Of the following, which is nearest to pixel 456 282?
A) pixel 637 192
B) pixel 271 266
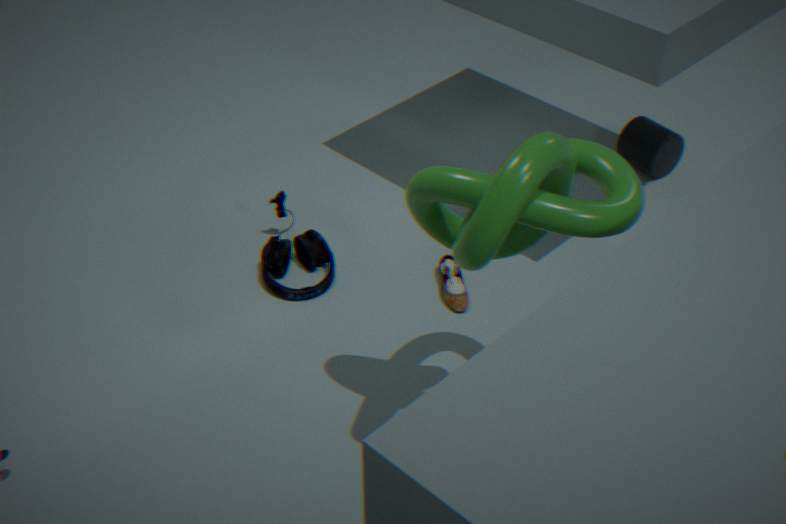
pixel 271 266
